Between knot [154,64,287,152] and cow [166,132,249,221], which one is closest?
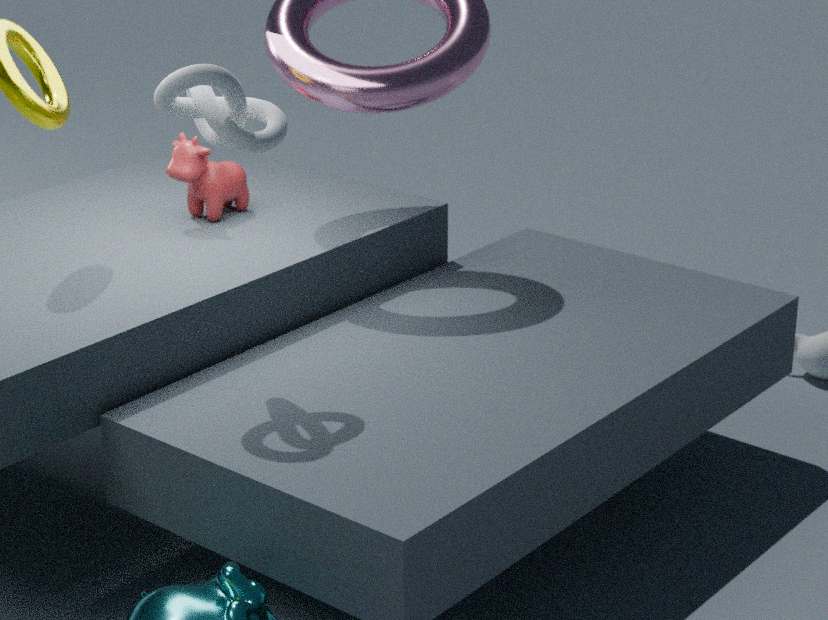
knot [154,64,287,152]
